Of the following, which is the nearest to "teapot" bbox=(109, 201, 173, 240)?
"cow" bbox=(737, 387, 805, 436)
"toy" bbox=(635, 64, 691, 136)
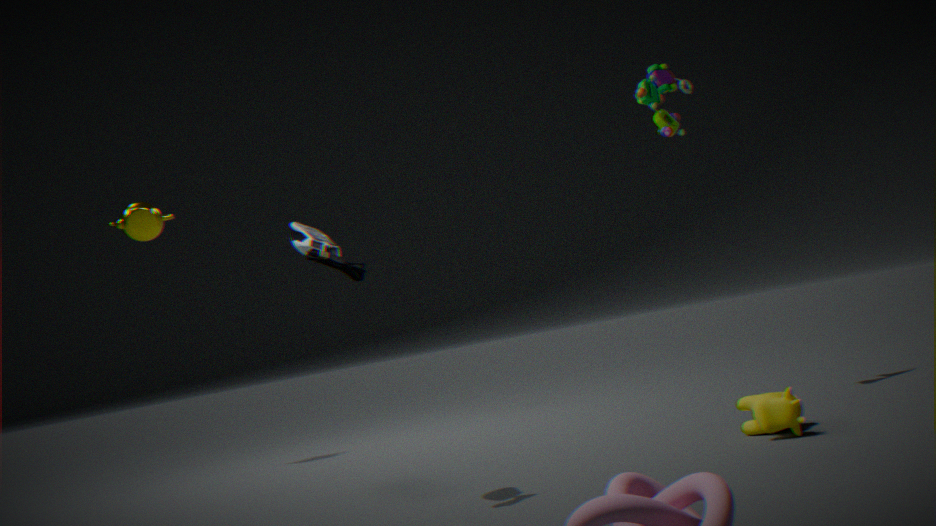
"toy" bbox=(635, 64, 691, 136)
